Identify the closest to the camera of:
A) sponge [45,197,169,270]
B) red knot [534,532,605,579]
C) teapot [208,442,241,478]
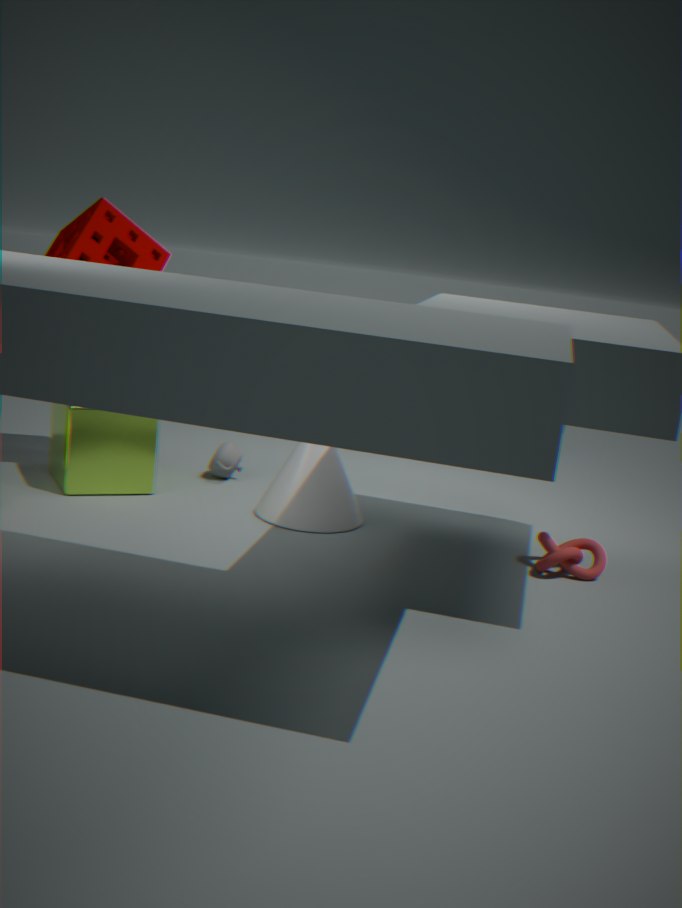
red knot [534,532,605,579]
